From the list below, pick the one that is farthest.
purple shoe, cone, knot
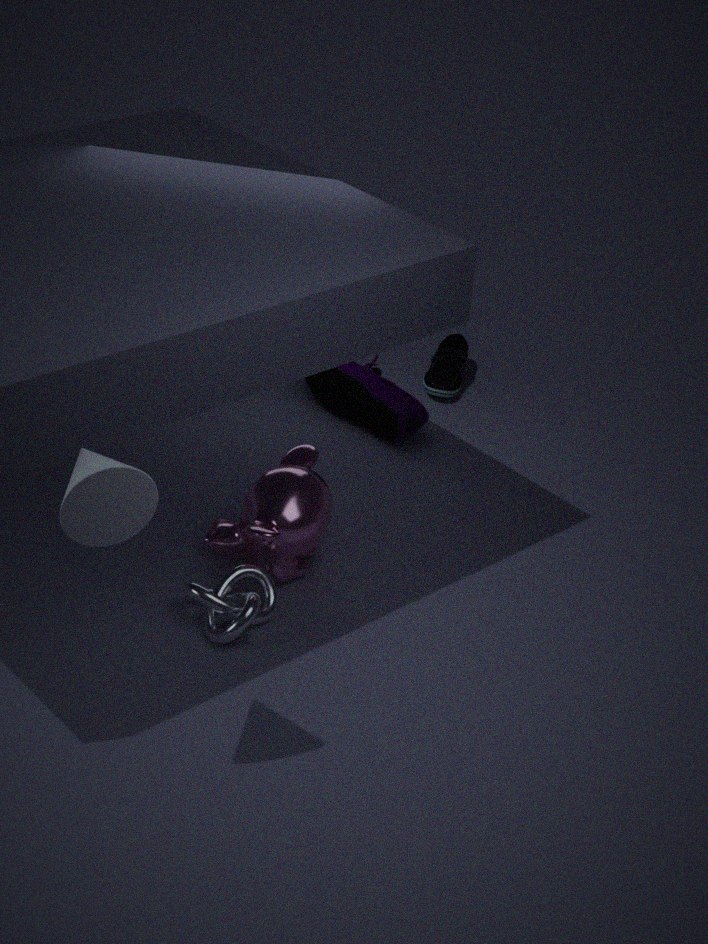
purple shoe
